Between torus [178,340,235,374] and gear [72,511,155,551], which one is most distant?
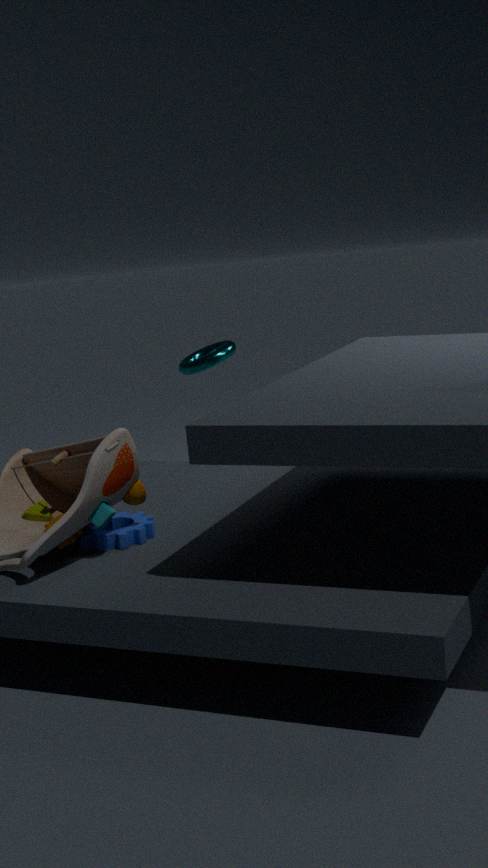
torus [178,340,235,374]
